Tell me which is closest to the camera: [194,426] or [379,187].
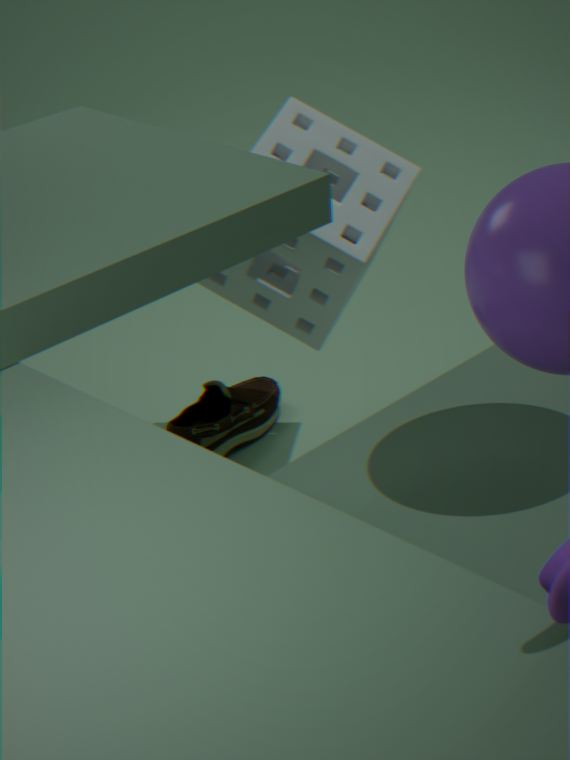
[379,187]
